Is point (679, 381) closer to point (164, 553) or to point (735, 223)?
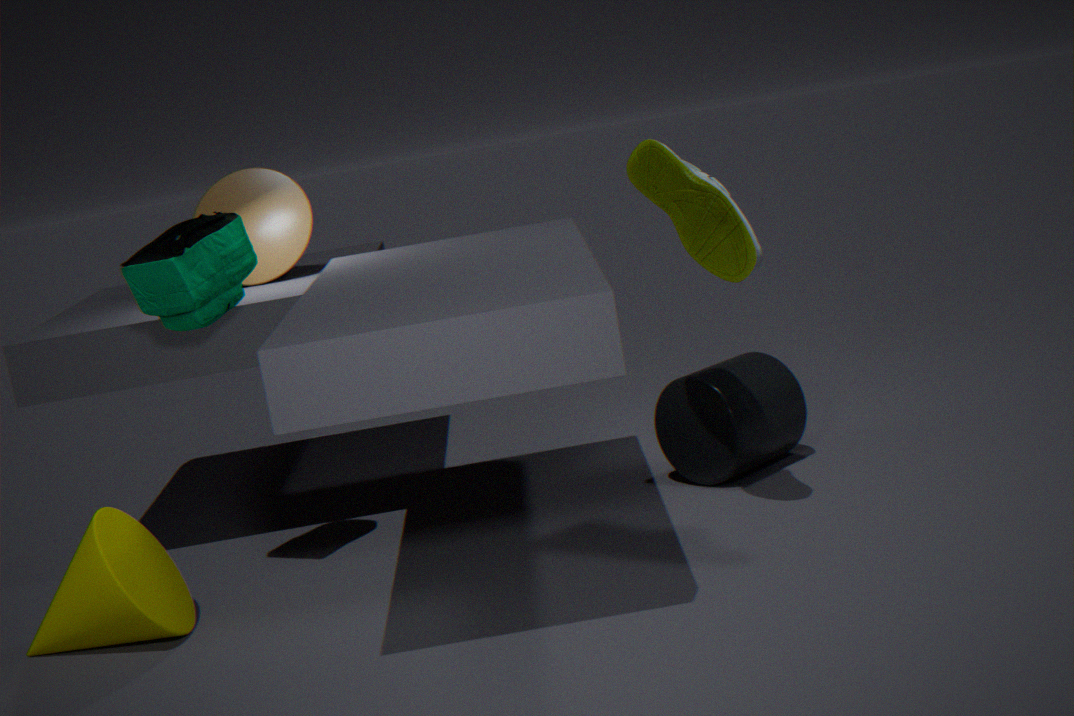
point (735, 223)
